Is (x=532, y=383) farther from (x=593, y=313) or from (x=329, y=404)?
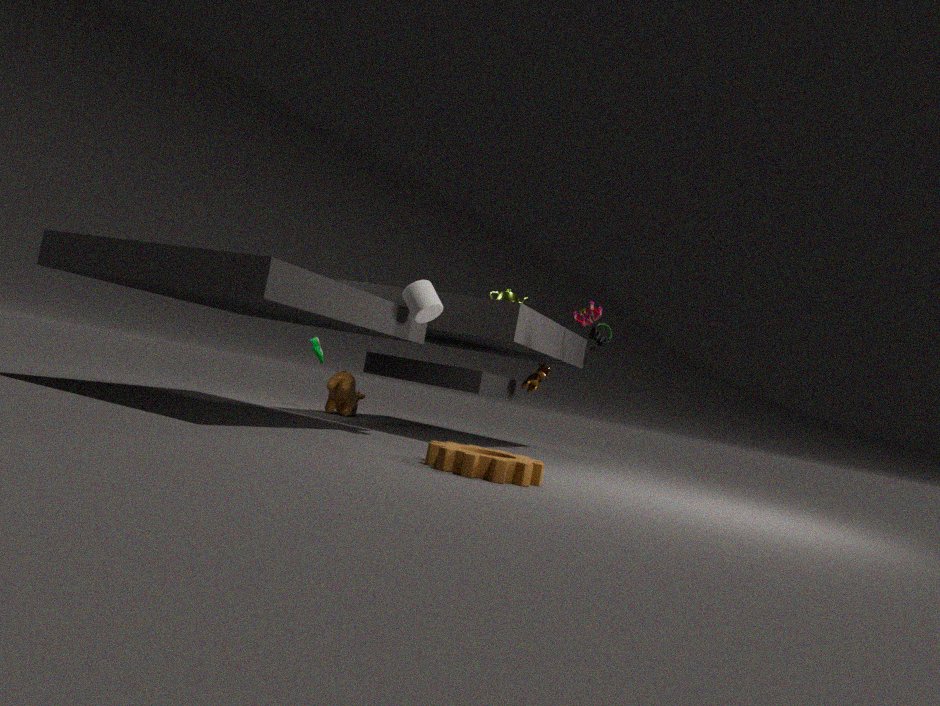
(x=329, y=404)
